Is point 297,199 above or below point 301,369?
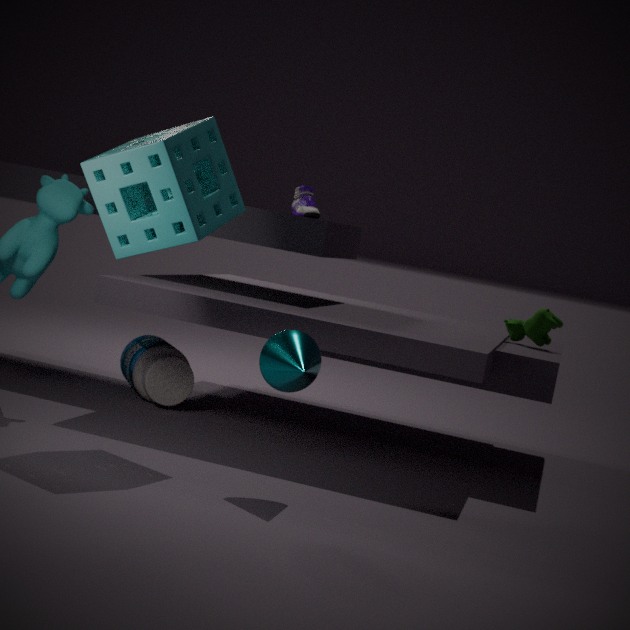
above
